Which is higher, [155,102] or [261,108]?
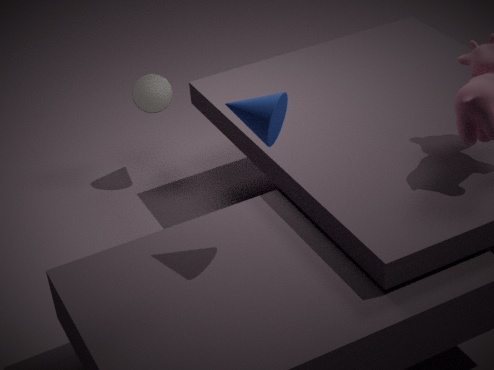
[261,108]
